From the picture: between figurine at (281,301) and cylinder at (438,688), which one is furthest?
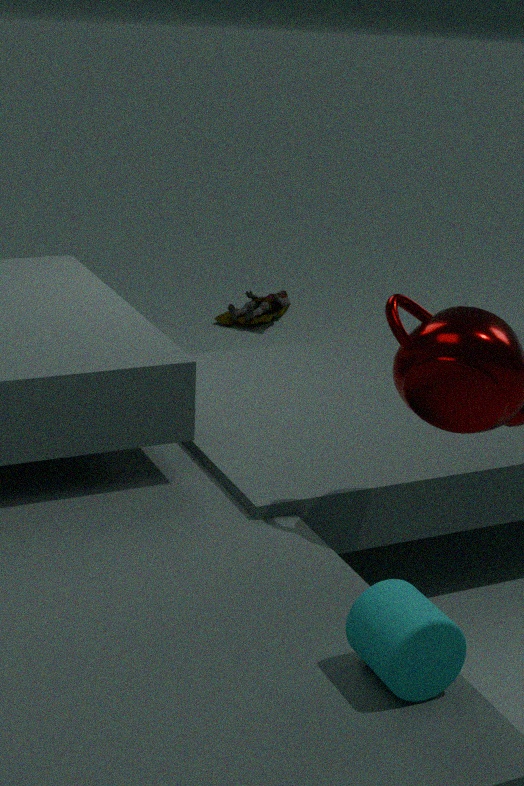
figurine at (281,301)
